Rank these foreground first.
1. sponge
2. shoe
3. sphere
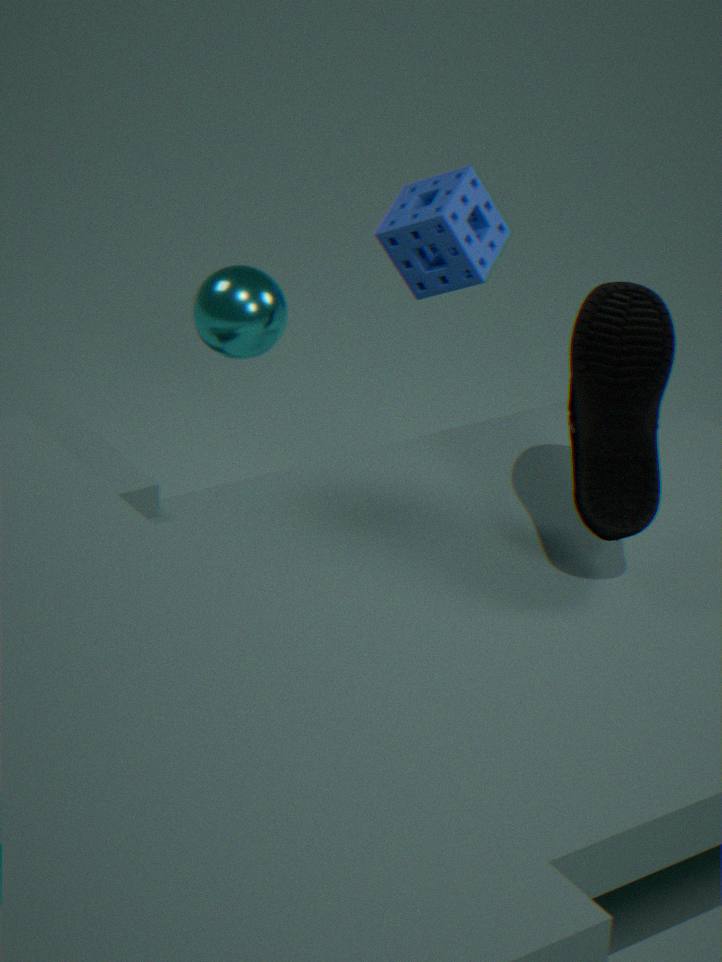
shoe < sphere < sponge
